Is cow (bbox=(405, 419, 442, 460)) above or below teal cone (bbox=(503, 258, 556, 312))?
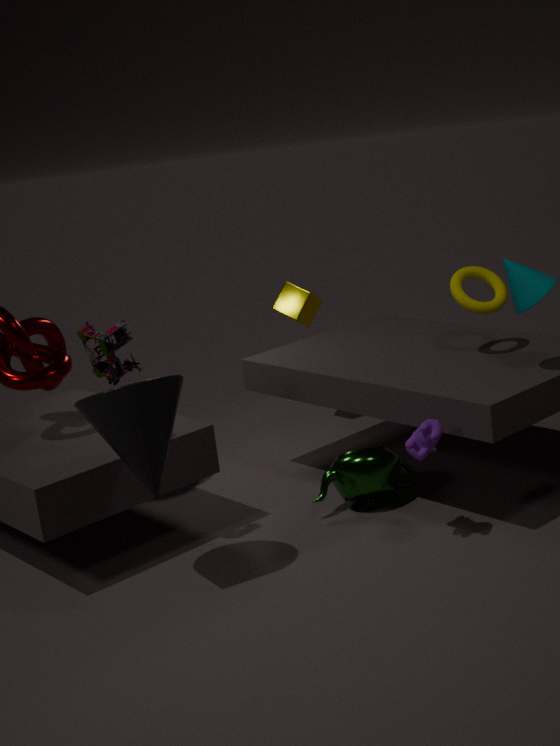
below
